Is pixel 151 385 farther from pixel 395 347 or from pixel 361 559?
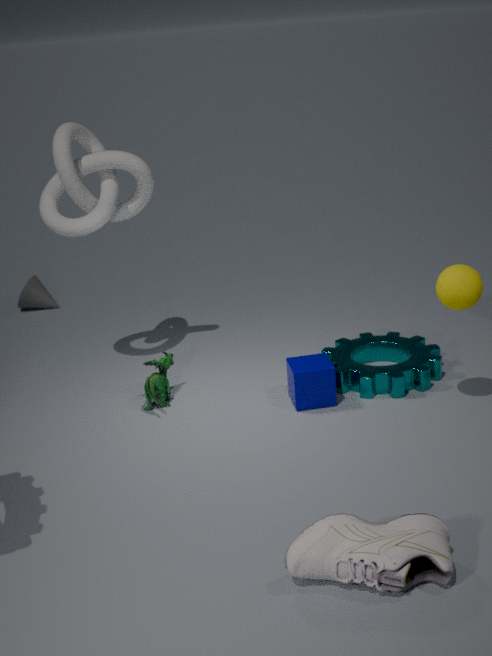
pixel 361 559
